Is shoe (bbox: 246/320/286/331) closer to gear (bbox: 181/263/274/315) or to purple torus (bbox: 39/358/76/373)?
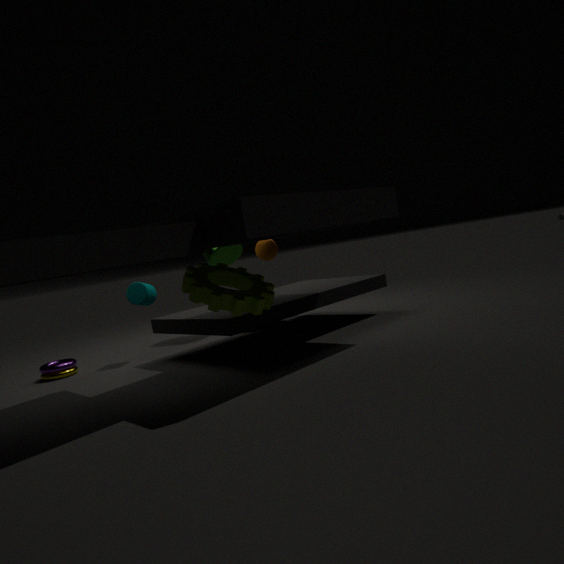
gear (bbox: 181/263/274/315)
